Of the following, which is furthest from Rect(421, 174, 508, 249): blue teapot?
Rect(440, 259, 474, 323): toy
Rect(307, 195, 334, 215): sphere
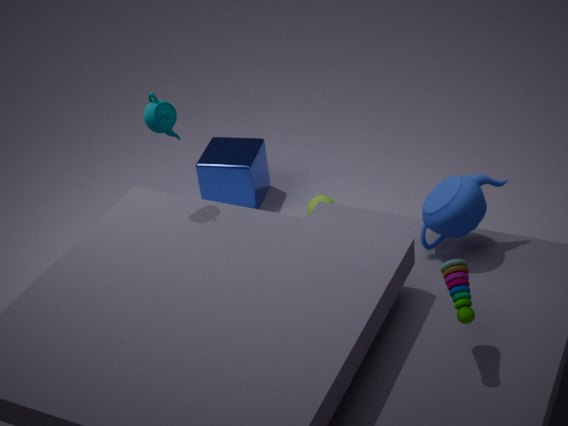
Rect(307, 195, 334, 215): sphere
